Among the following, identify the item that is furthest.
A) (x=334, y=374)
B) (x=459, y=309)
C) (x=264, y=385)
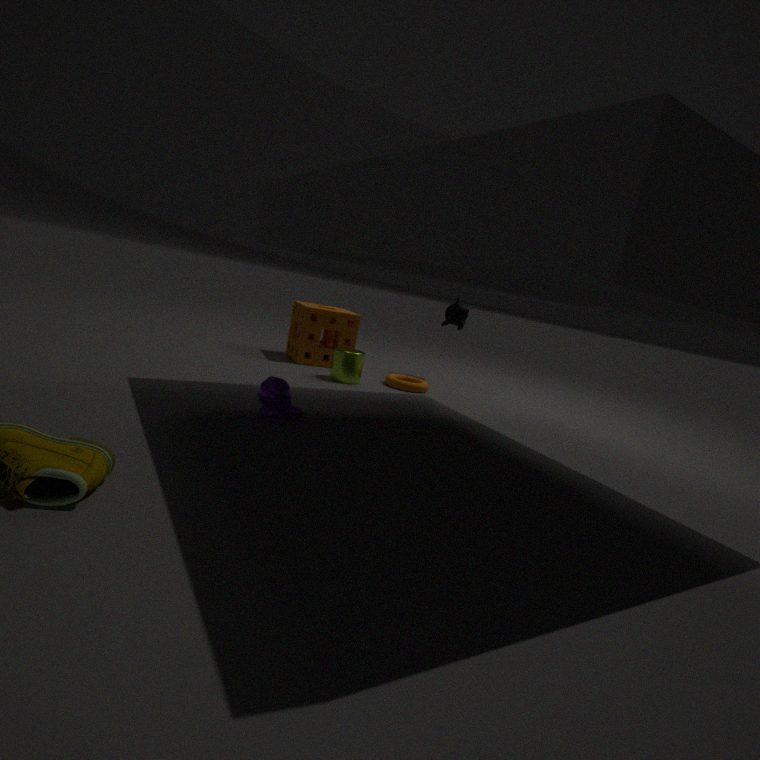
(x=459, y=309)
